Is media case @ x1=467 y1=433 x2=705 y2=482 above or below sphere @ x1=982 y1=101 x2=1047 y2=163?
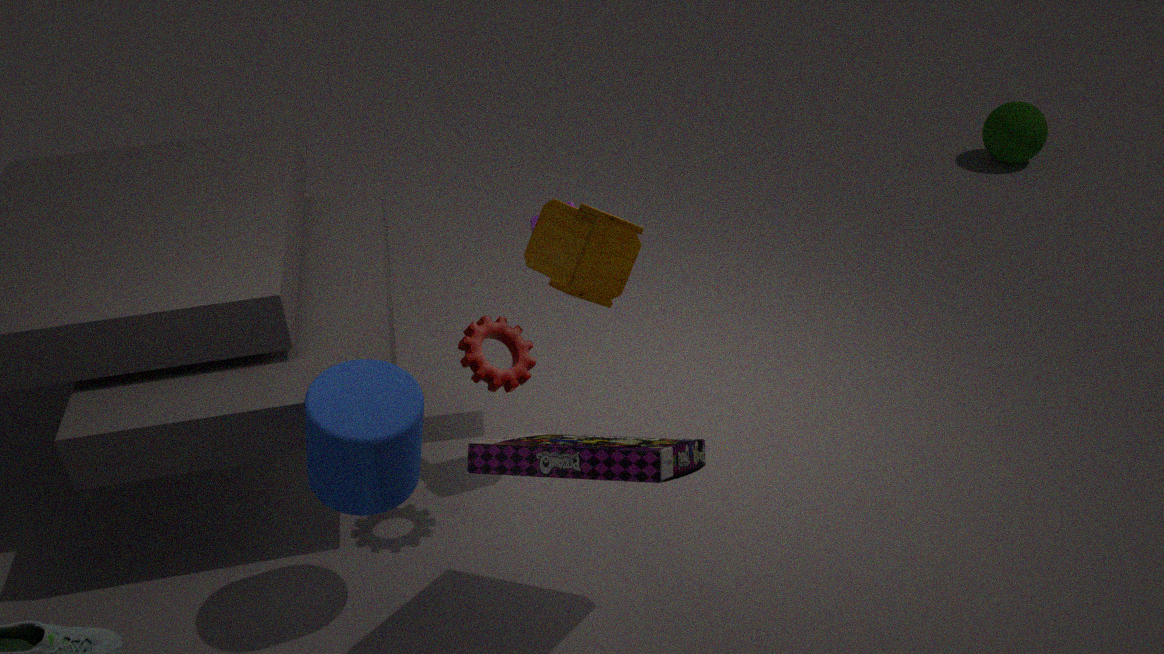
above
